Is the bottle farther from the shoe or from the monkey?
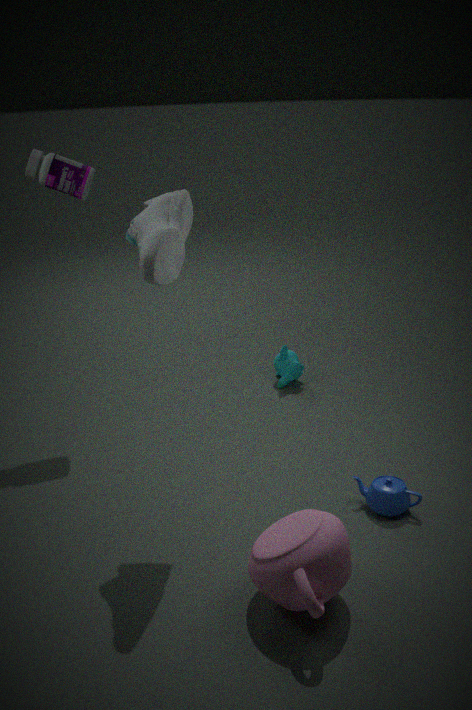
the monkey
